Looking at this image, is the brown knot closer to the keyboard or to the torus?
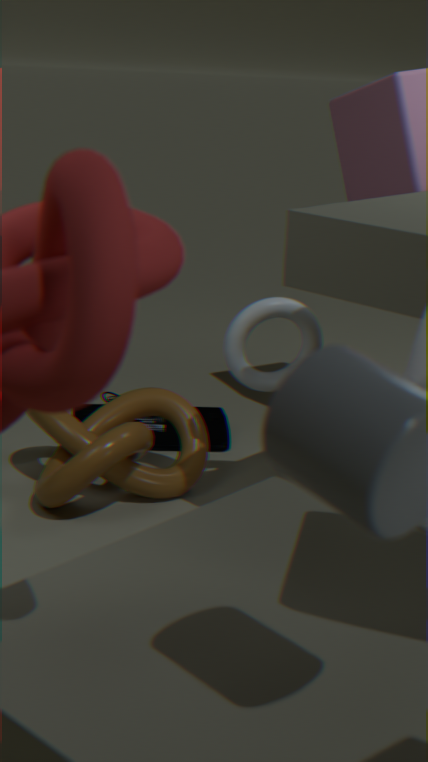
the keyboard
